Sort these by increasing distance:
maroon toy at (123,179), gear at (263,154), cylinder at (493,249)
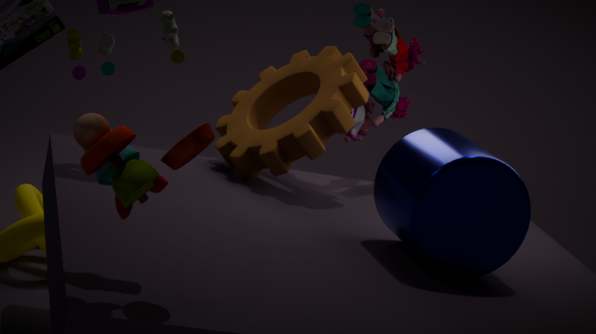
maroon toy at (123,179) → cylinder at (493,249) → gear at (263,154)
